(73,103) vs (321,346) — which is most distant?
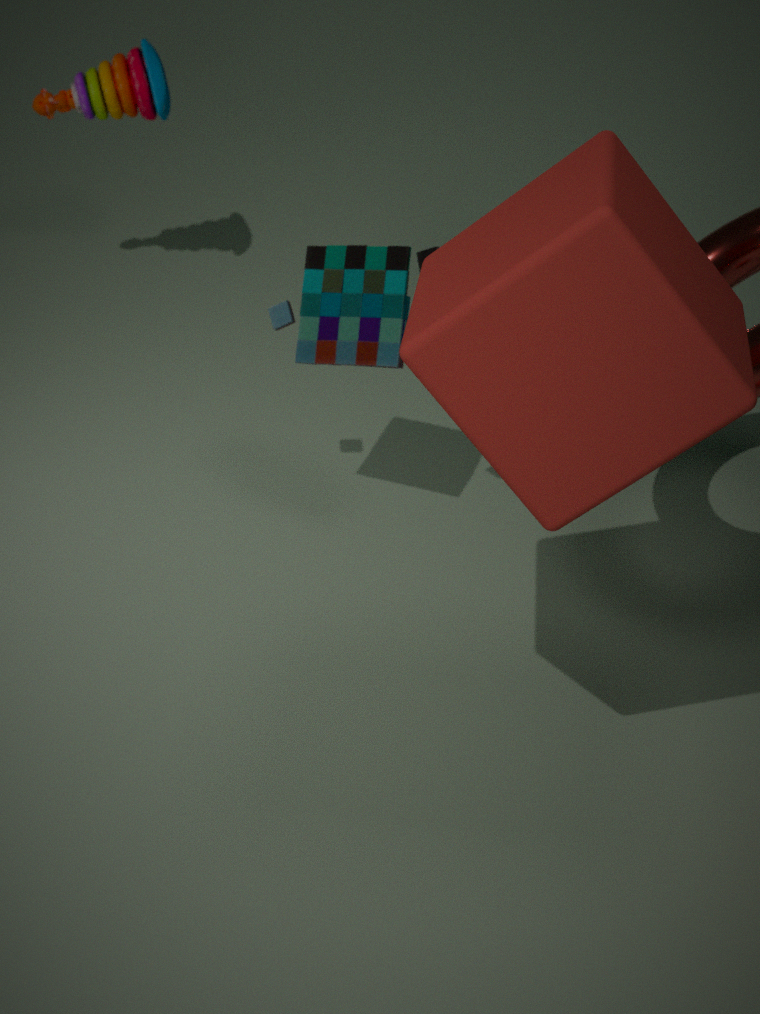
(73,103)
